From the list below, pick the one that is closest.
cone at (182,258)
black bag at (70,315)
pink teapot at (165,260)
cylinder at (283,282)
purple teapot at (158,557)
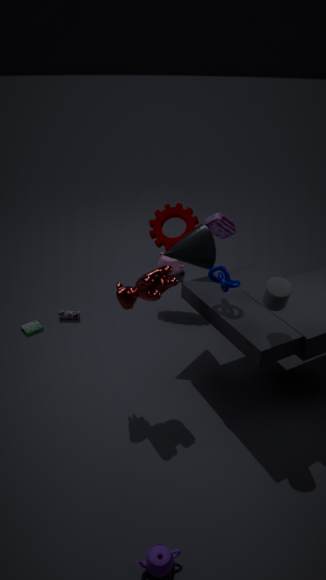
purple teapot at (158,557)
